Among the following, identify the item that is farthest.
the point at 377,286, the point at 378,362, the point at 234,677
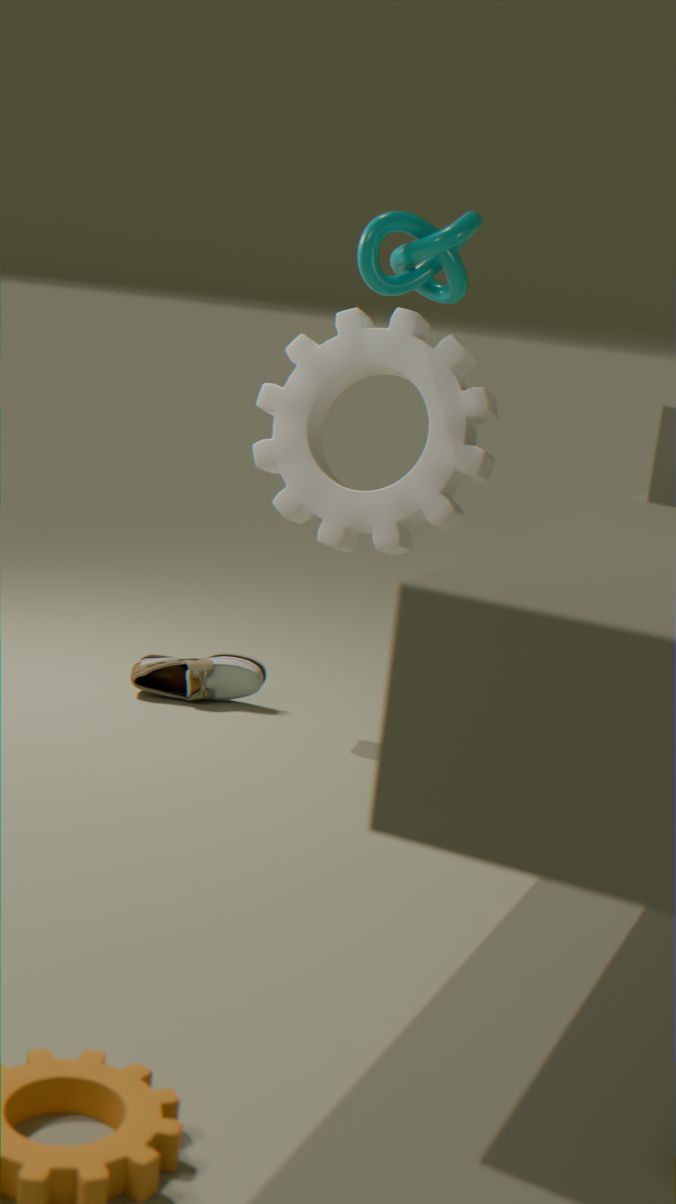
the point at 234,677
